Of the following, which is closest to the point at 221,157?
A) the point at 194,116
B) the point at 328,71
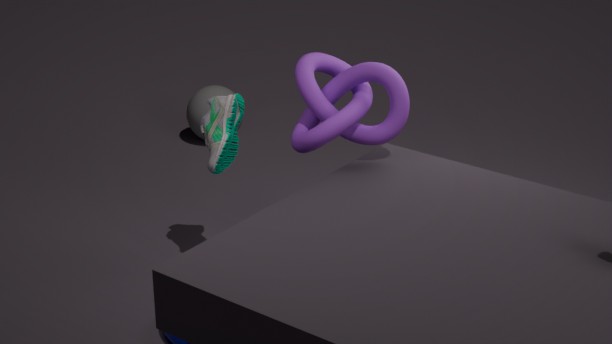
the point at 328,71
